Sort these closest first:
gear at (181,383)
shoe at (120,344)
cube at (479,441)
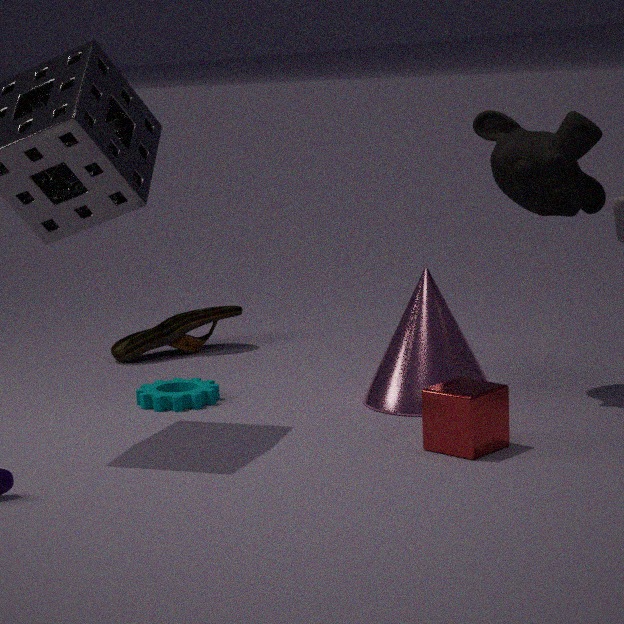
cube at (479,441) < gear at (181,383) < shoe at (120,344)
